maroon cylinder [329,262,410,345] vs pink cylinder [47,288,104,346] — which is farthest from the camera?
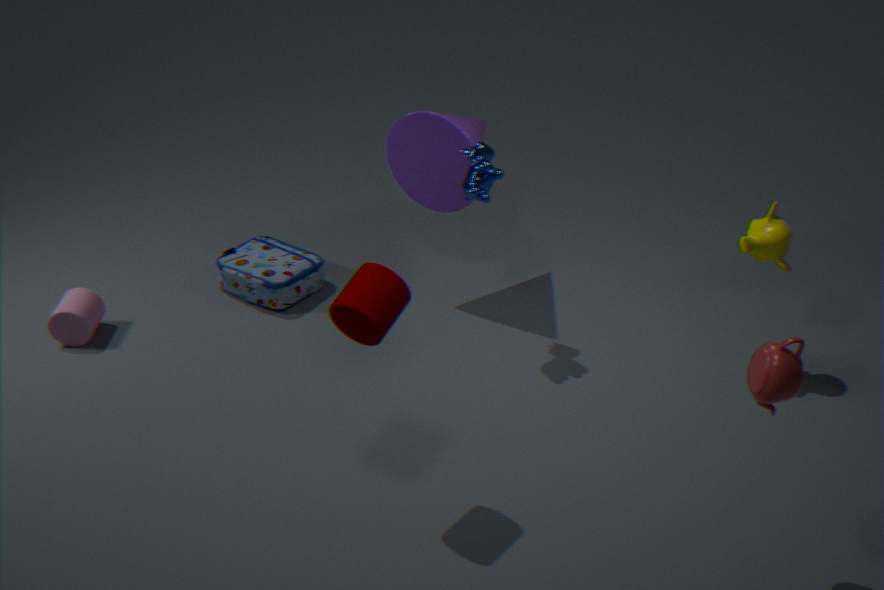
pink cylinder [47,288,104,346]
